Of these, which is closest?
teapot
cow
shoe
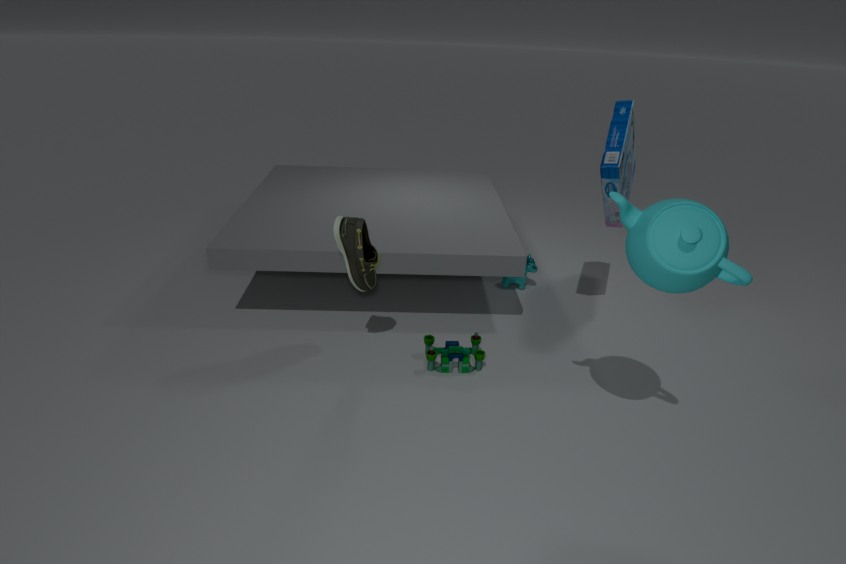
teapot
